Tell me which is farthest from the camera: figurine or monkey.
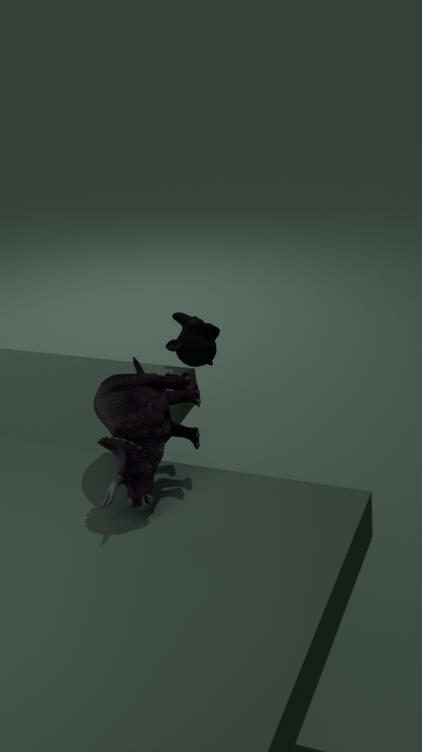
monkey
